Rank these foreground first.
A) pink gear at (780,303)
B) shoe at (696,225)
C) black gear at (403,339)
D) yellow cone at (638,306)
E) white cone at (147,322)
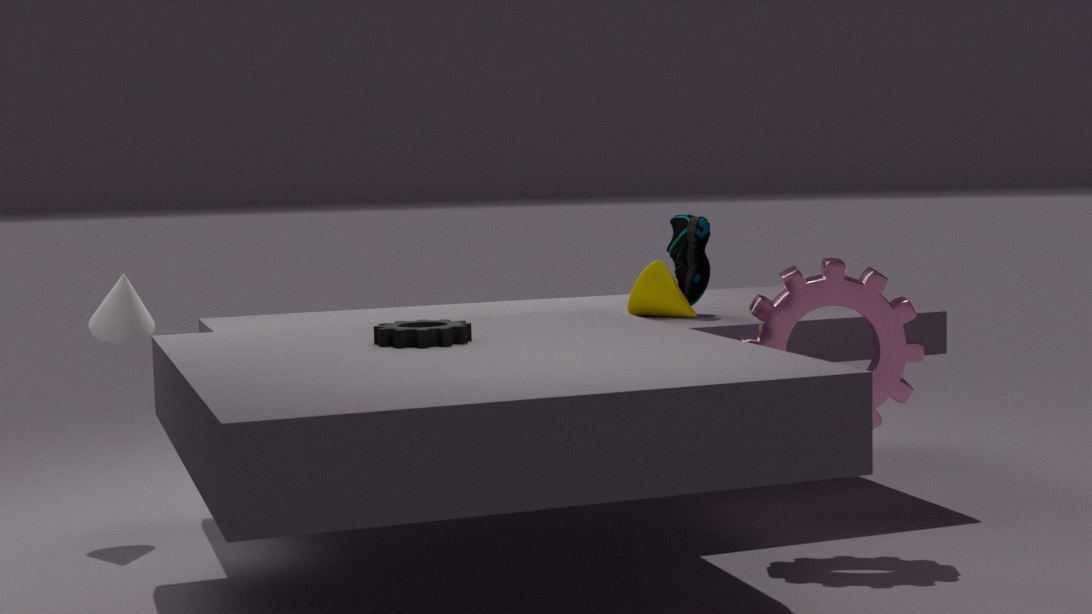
black gear at (403,339) < pink gear at (780,303) < white cone at (147,322) < yellow cone at (638,306) < shoe at (696,225)
